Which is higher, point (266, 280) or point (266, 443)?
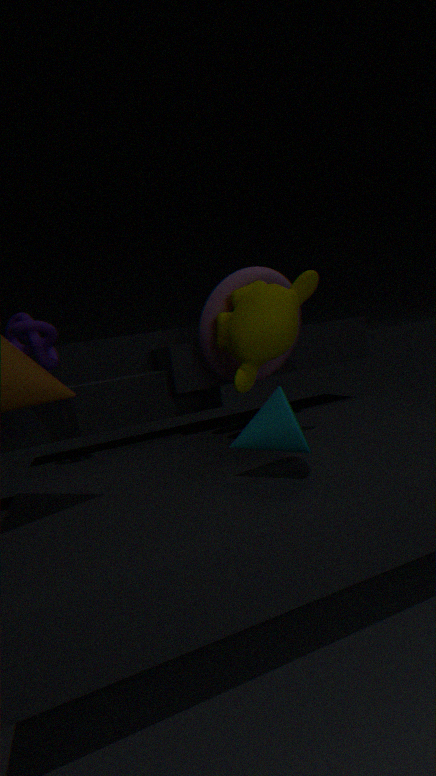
point (266, 280)
